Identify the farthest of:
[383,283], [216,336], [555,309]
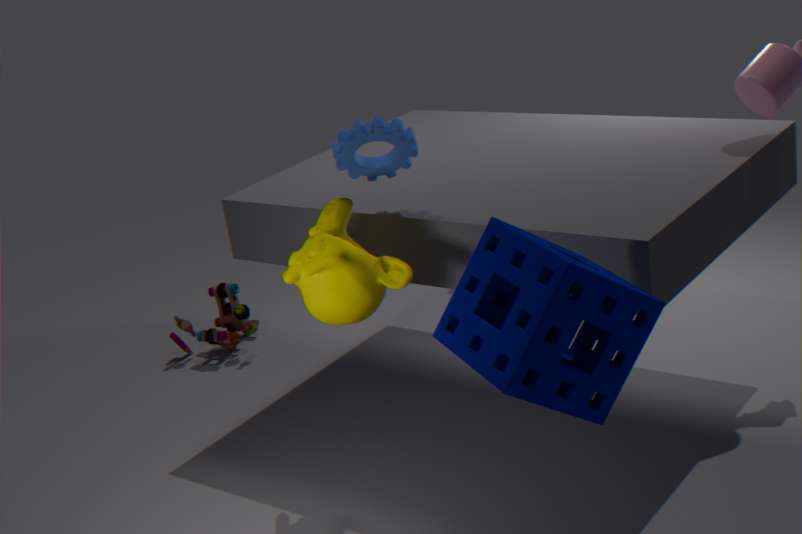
[216,336]
